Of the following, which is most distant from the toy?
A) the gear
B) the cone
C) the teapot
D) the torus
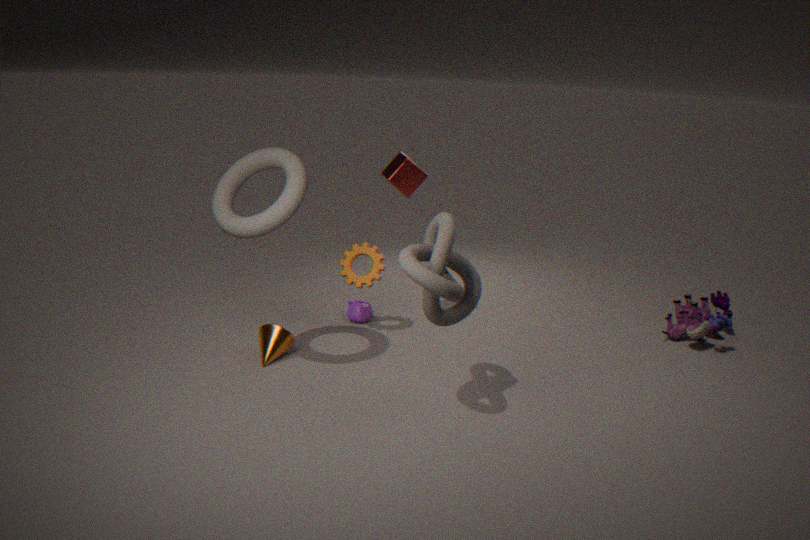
the torus
